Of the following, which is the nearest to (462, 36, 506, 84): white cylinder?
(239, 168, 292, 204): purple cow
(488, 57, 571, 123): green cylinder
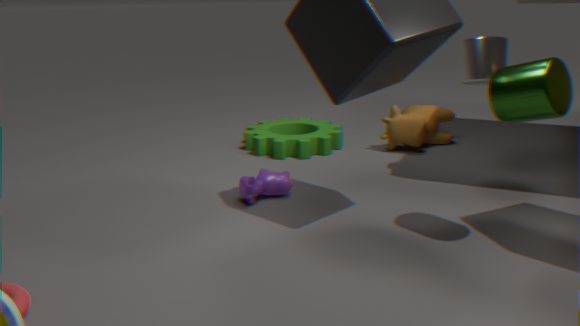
(488, 57, 571, 123): green cylinder
